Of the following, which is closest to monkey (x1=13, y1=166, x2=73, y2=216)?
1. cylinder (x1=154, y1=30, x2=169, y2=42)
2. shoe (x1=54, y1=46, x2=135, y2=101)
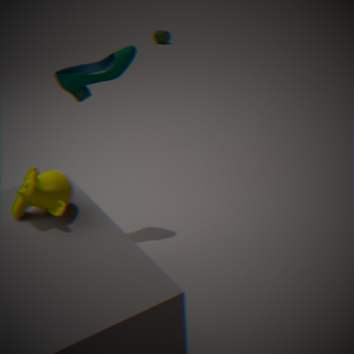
shoe (x1=54, y1=46, x2=135, y2=101)
